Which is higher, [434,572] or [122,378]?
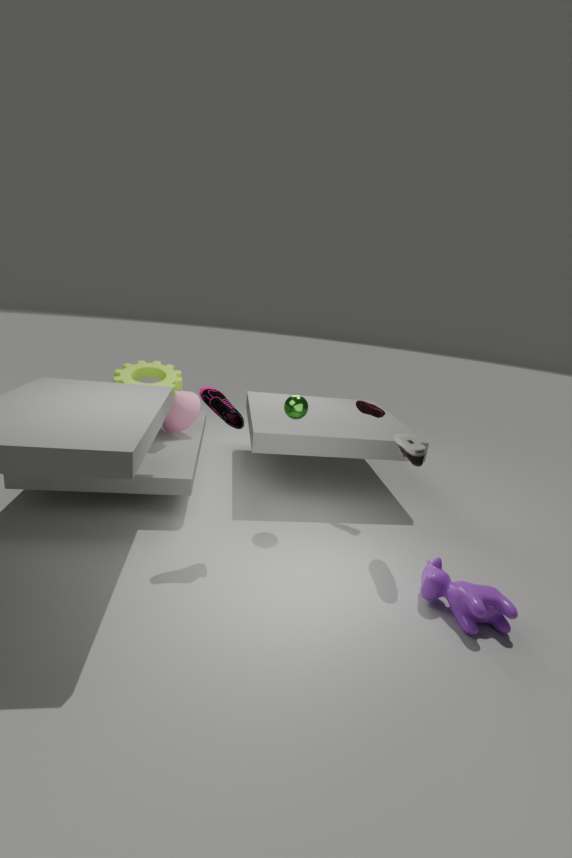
[122,378]
